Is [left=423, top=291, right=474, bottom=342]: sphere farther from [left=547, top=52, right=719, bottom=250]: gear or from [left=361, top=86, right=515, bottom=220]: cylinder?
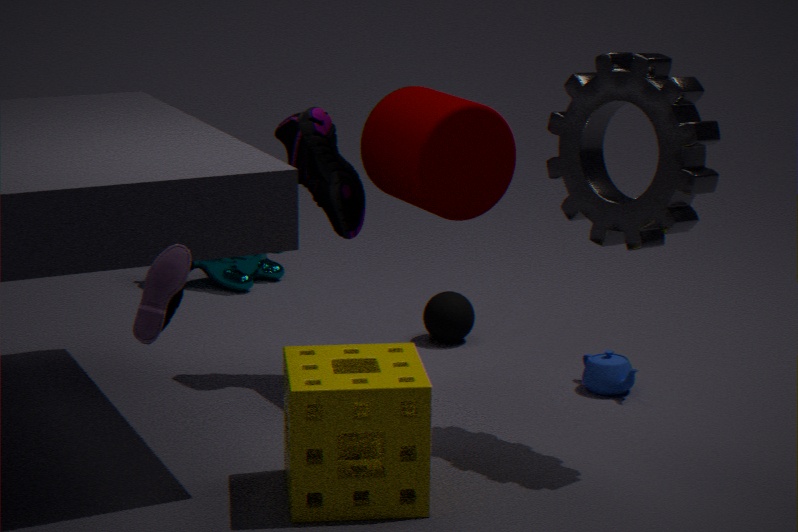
[left=547, top=52, right=719, bottom=250]: gear
